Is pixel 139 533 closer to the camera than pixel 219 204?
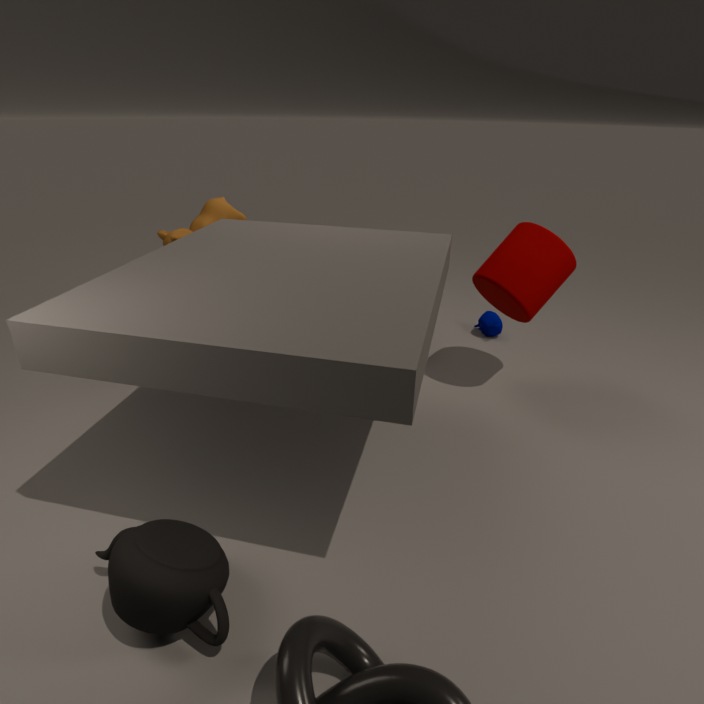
Yes
